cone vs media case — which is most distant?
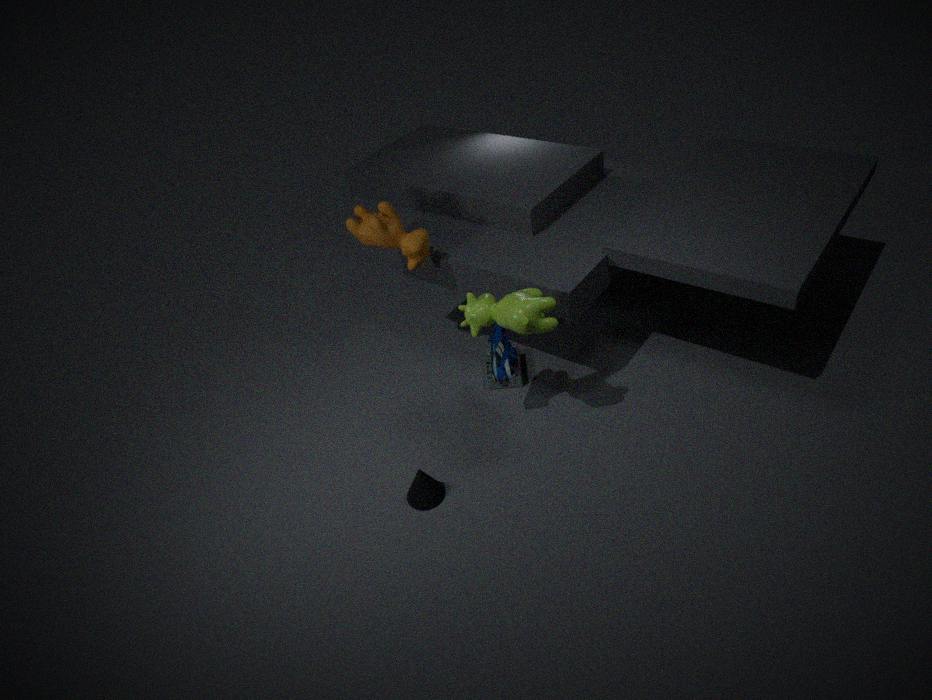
media case
